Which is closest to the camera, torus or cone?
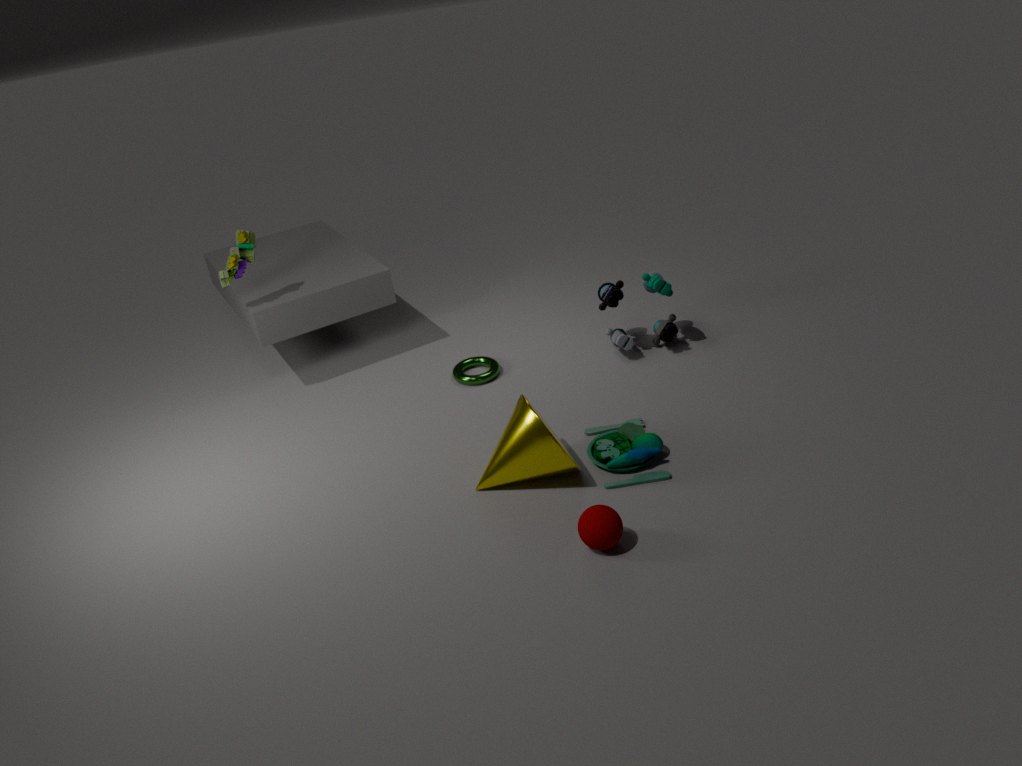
cone
